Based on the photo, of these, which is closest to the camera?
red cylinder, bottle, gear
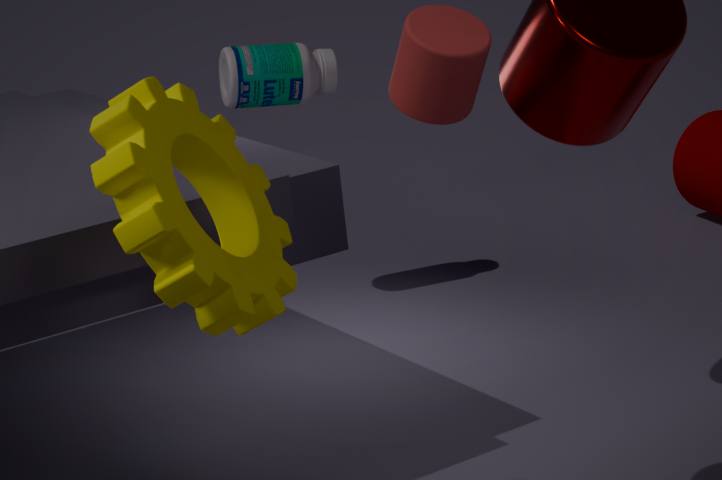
gear
